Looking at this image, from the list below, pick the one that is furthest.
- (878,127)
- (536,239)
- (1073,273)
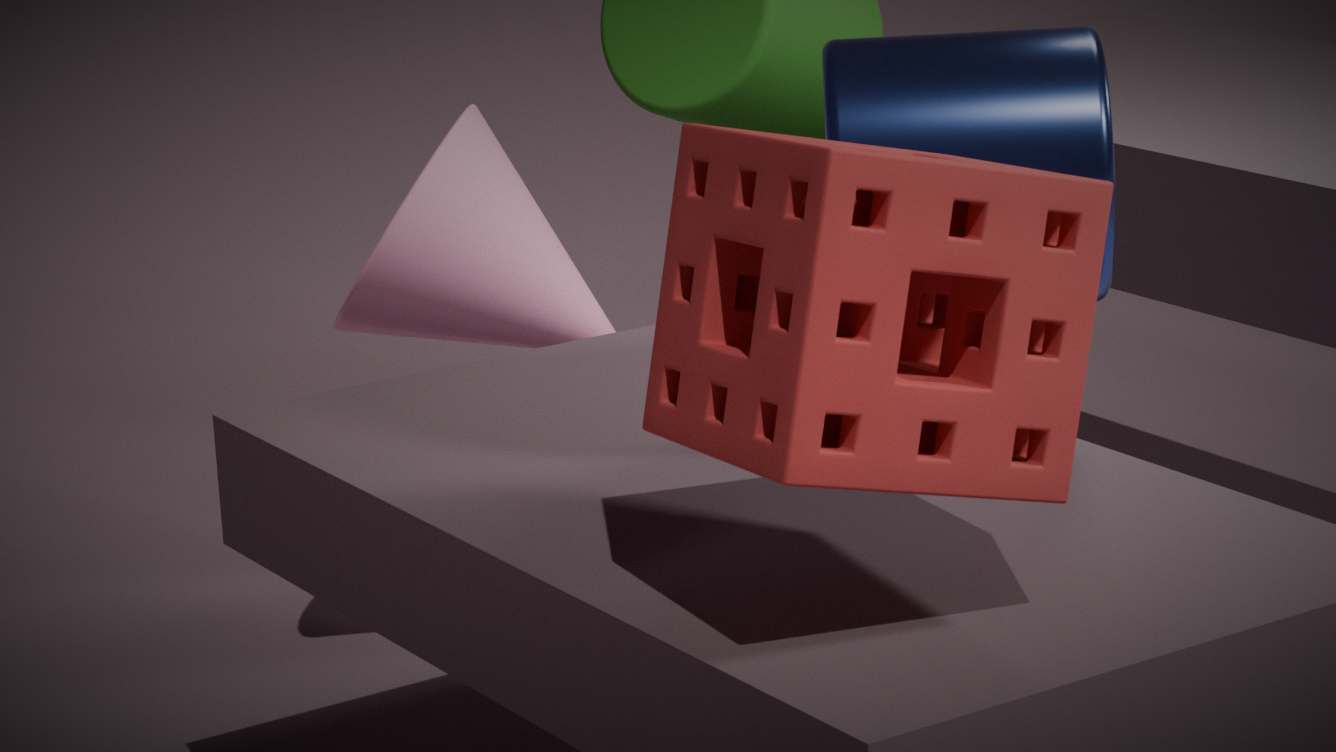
(536,239)
